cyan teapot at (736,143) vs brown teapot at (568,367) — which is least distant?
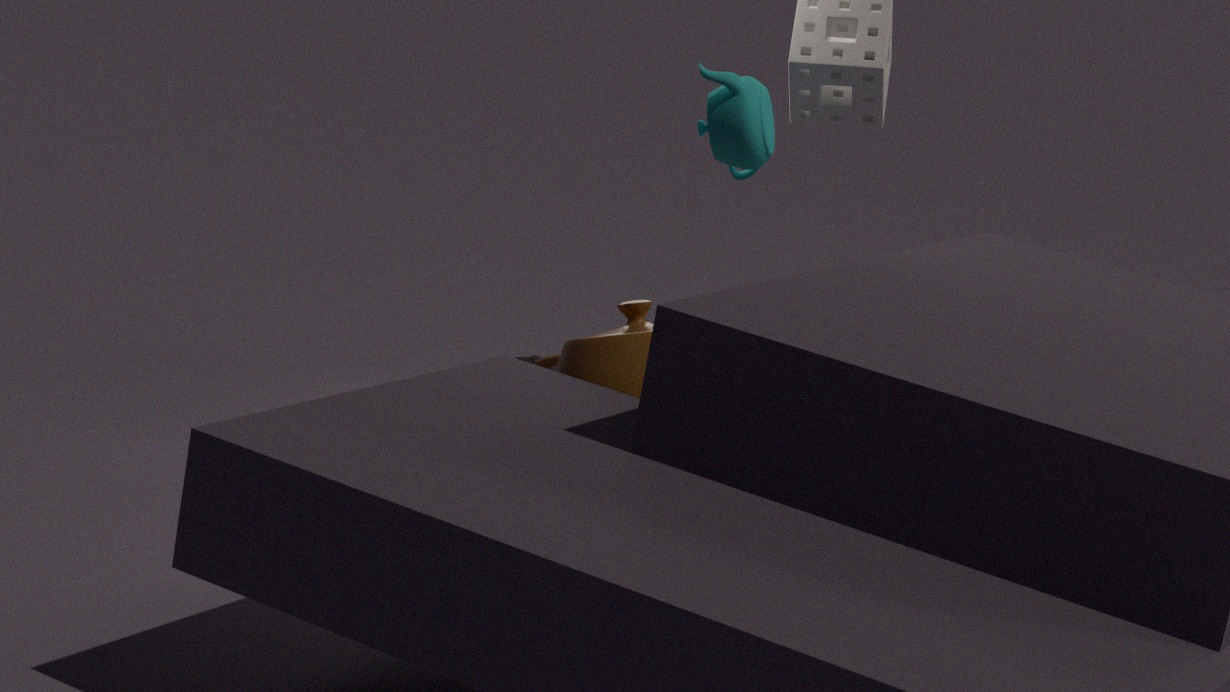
brown teapot at (568,367)
